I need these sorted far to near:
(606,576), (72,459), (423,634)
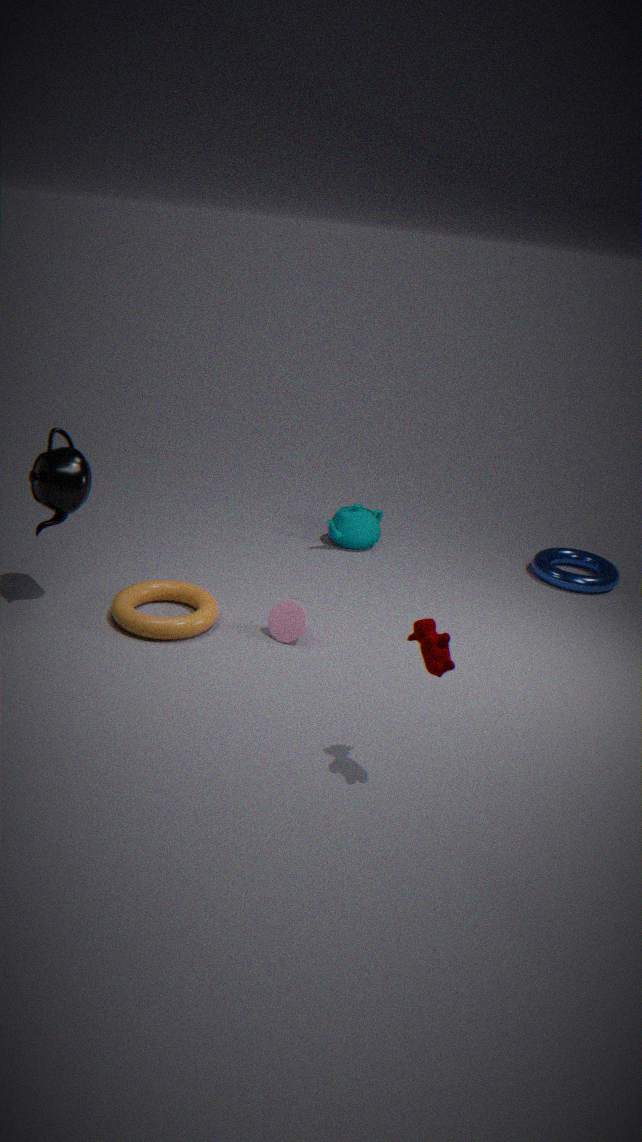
(606,576), (72,459), (423,634)
